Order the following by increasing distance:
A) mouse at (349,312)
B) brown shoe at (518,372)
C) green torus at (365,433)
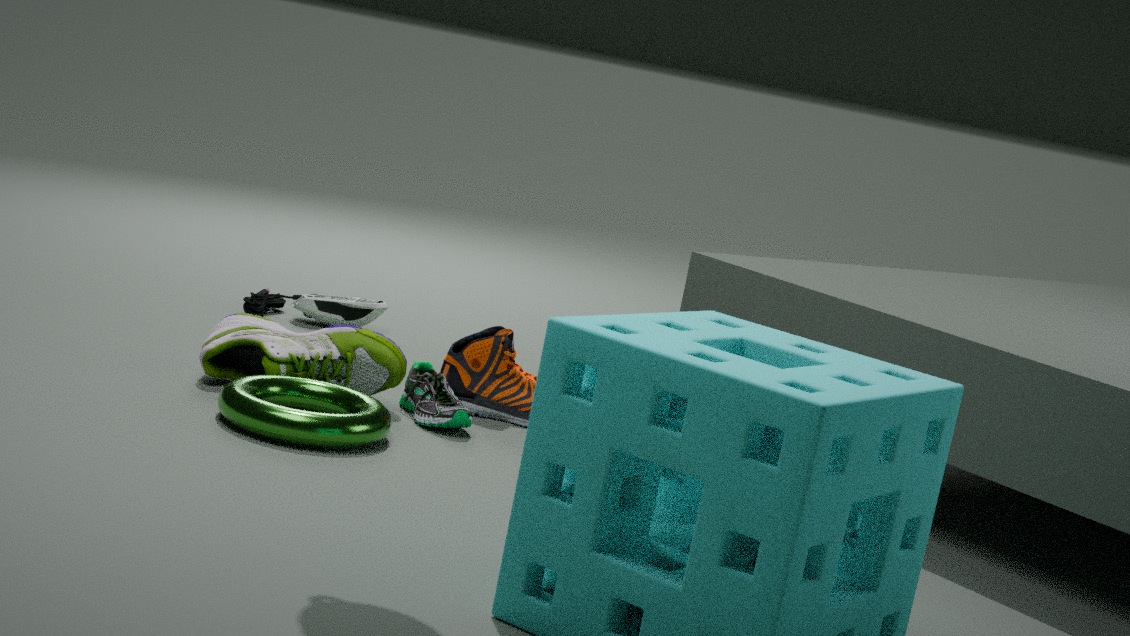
green torus at (365,433)
brown shoe at (518,372)
mouse at (349,312)
